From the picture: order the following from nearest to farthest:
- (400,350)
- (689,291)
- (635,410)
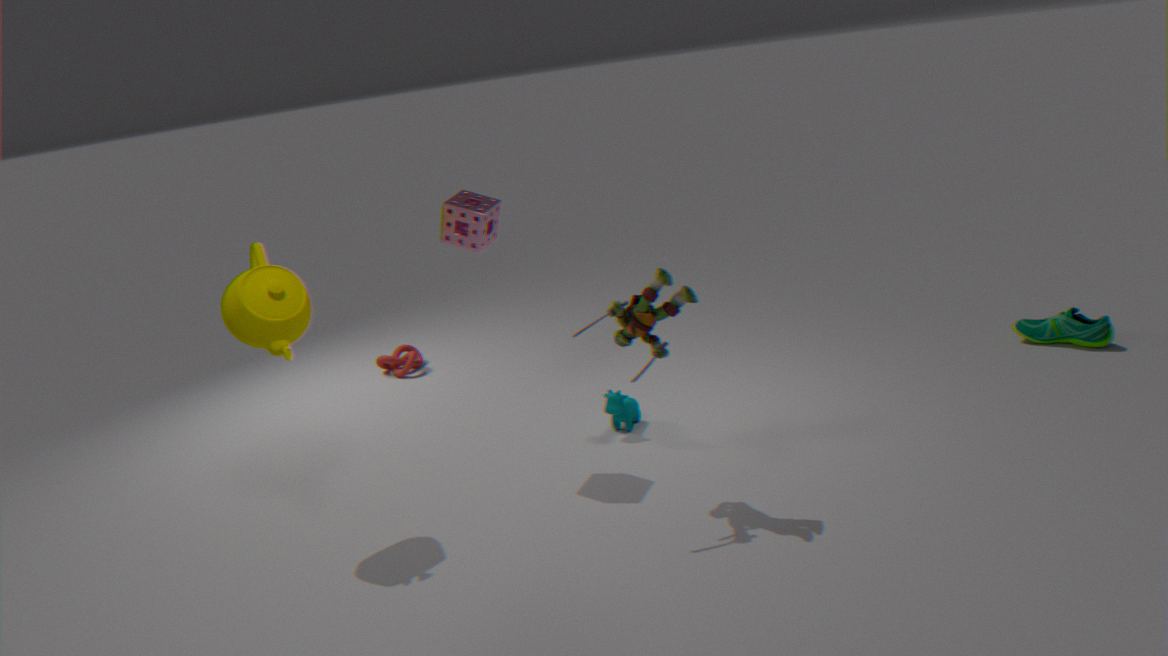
(689,291) → (635,410) → (400,350)
